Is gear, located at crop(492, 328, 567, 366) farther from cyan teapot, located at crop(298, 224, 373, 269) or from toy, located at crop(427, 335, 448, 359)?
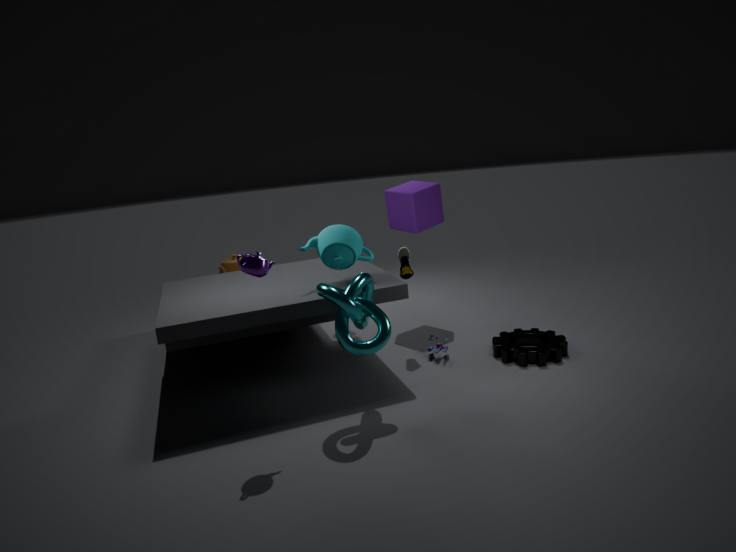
cyan teapot, located at crop(298, 224, 373, 269)
